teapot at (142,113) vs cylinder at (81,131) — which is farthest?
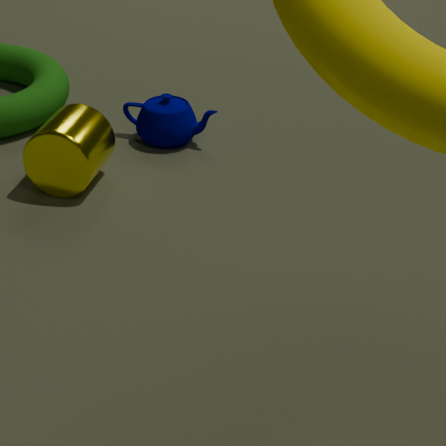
teapot at (142,113)
